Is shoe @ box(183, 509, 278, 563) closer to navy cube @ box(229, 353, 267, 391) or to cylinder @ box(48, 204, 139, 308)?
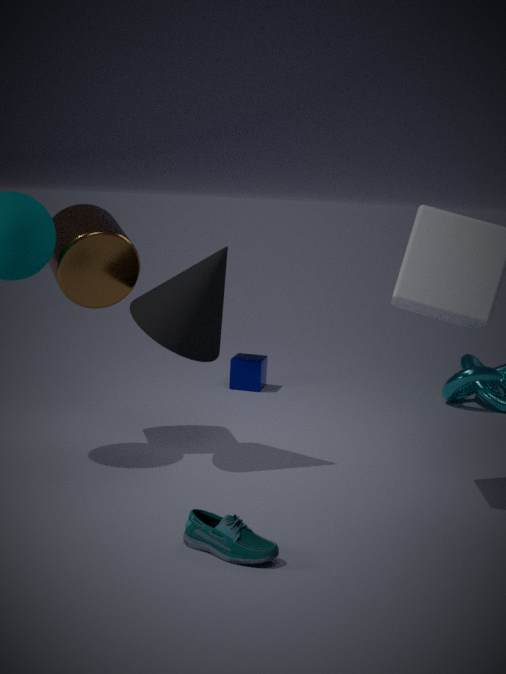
cylinder @ box(48, 204, 139, 308)
